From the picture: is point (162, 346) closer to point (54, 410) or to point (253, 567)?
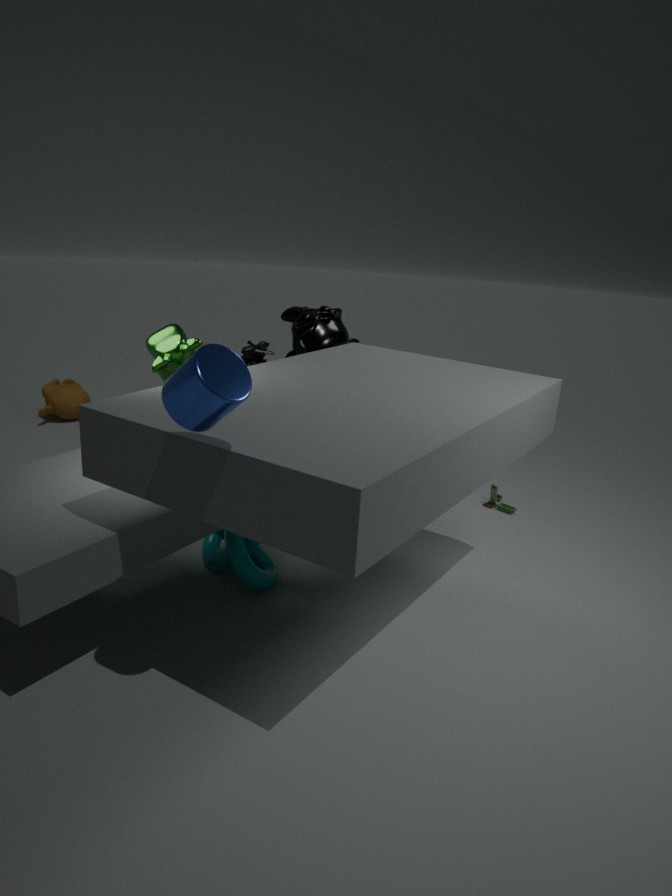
point (253, 567)
